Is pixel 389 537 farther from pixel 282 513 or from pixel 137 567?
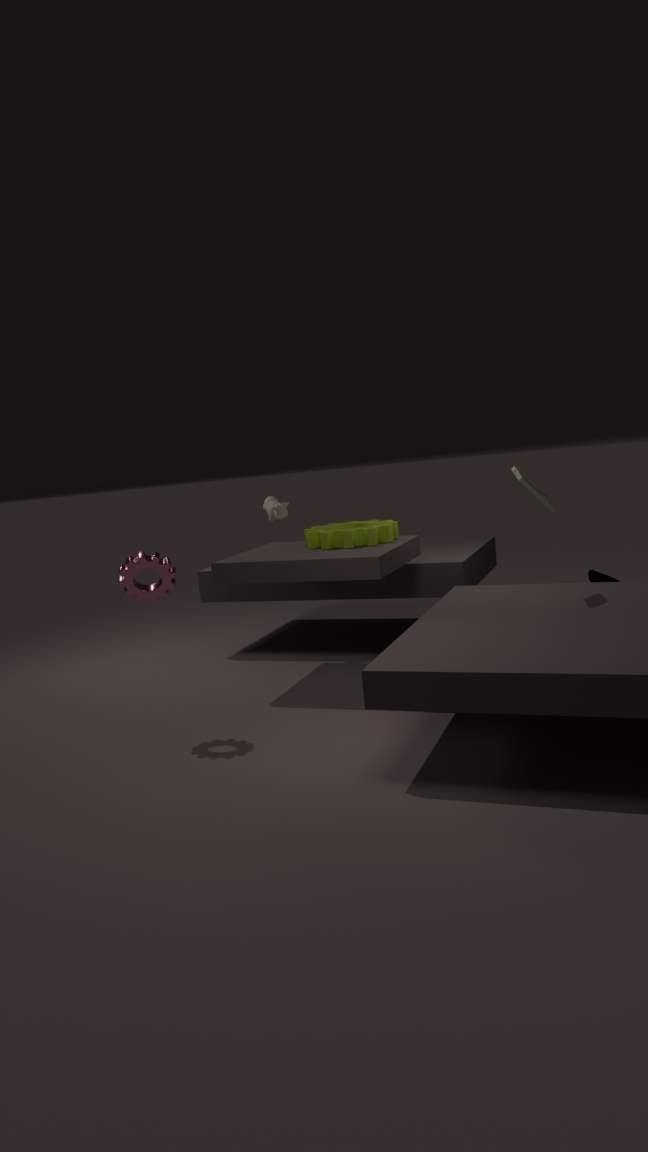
pixel 137 567
